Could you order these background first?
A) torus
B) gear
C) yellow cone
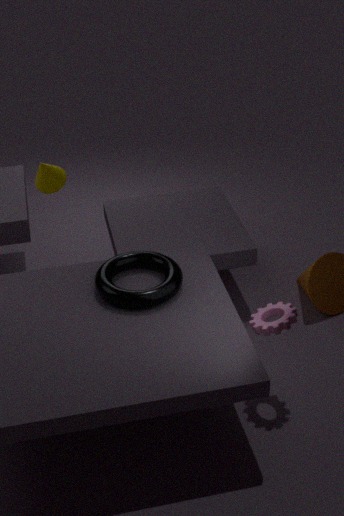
yellow cone < torus < gear
